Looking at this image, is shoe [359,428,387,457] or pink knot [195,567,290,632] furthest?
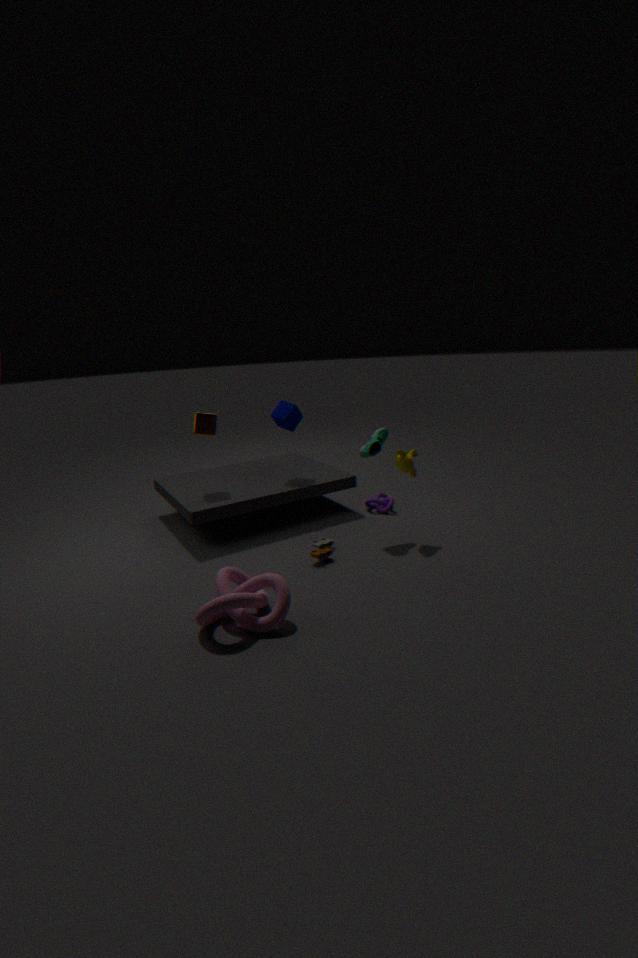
shoe [359,428,387,457]
